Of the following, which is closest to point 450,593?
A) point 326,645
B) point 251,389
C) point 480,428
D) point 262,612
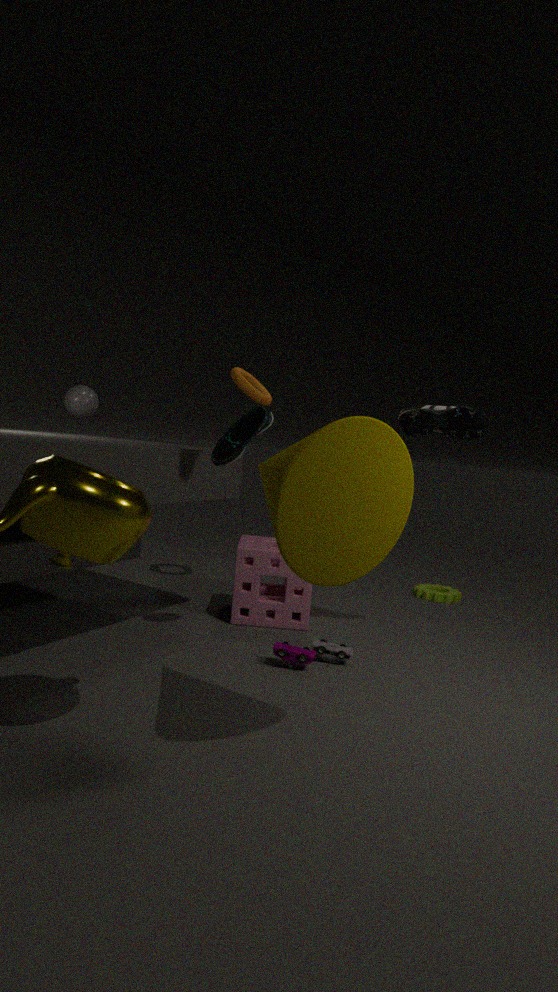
point 262,612
